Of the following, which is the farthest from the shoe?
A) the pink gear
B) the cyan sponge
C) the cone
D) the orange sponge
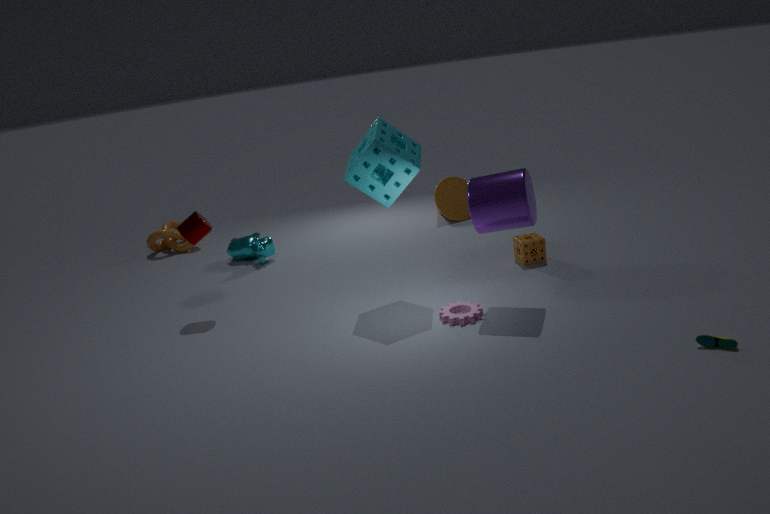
the cone
